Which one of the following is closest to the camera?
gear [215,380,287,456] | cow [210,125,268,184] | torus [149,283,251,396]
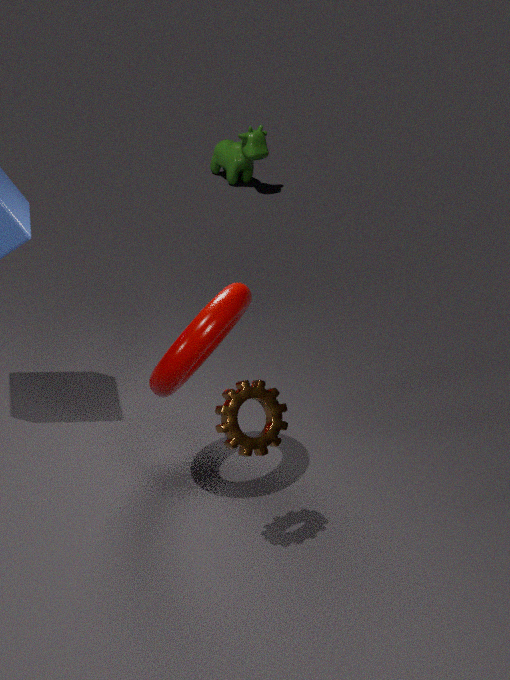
gear [215,380,287,456]
